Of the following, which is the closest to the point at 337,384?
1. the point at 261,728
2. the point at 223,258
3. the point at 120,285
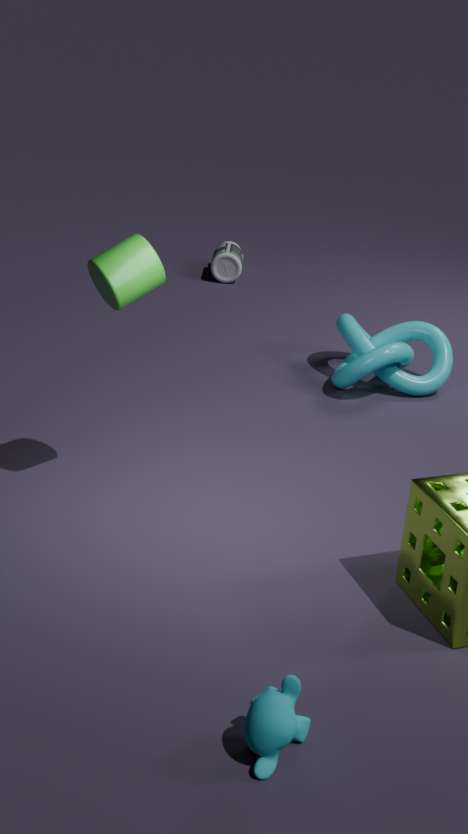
the point at 223,258
